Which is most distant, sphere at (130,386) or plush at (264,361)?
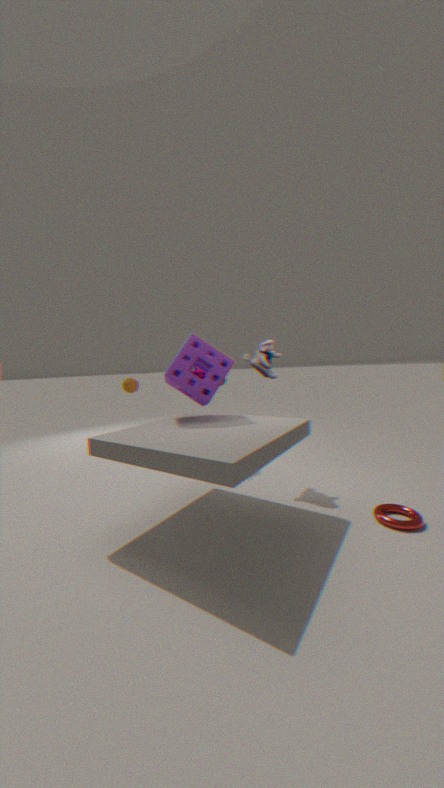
sphere at (130,386)
